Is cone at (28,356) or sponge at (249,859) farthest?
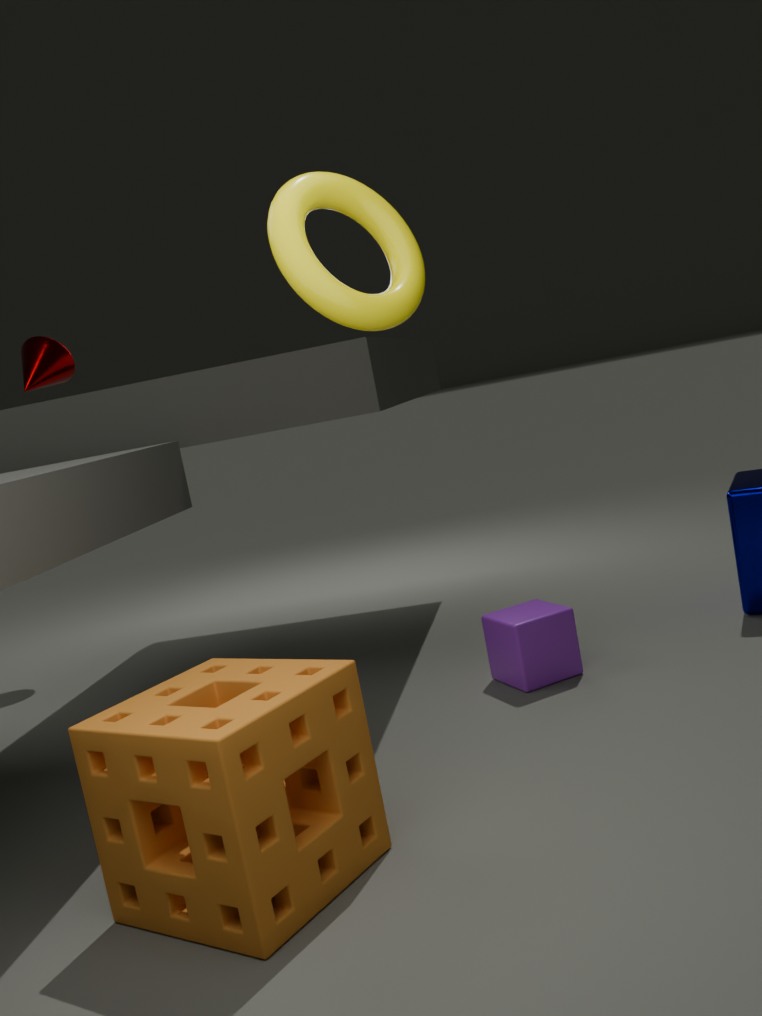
cone at (28,356)
